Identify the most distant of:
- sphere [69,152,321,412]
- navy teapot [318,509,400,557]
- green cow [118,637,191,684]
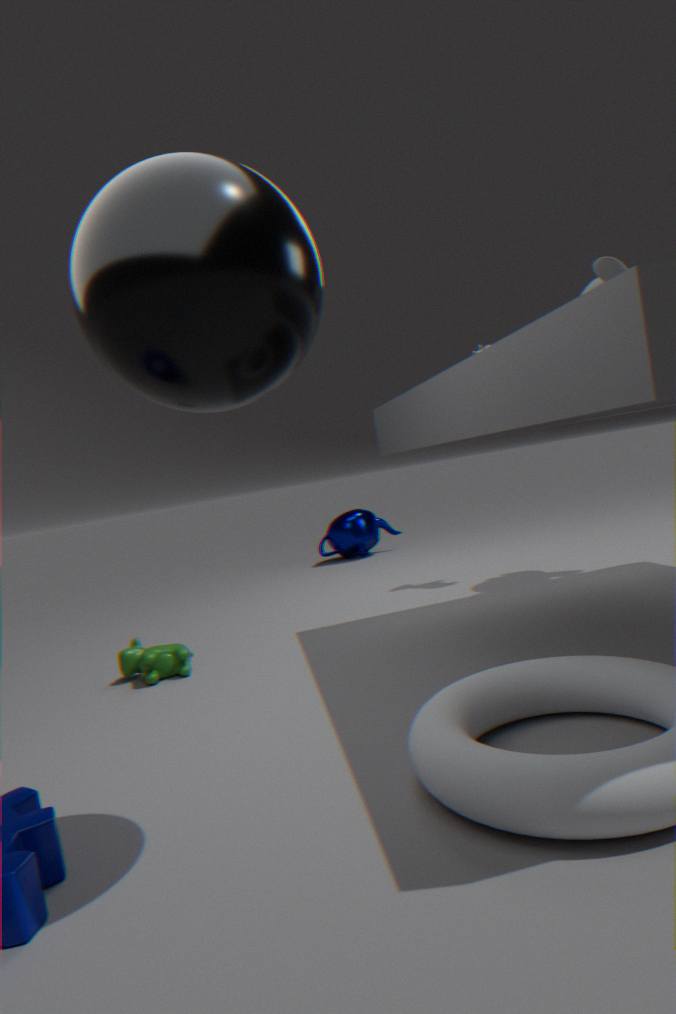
navy teapot [318,509,400,557]
